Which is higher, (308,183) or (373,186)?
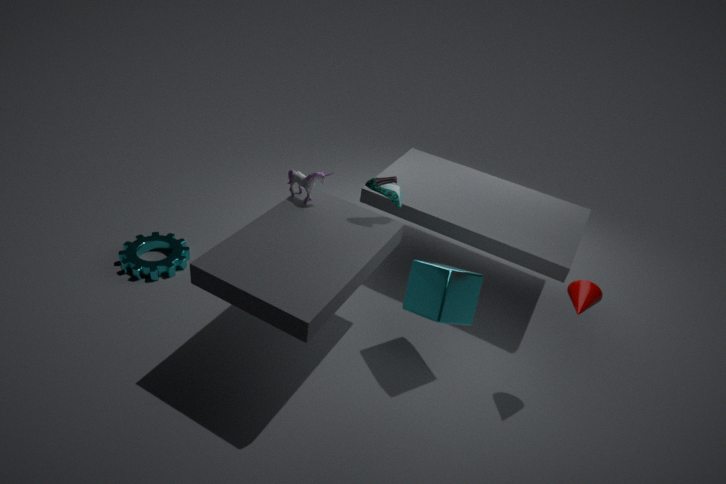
(373,186)
